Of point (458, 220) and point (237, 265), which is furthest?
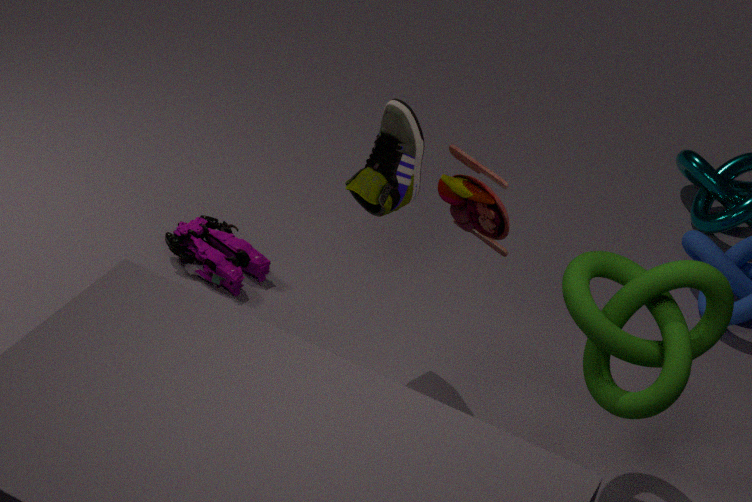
point (237, 265)
